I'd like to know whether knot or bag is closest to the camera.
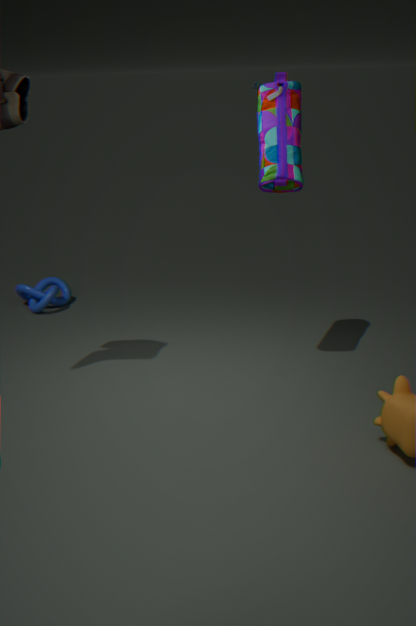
bag
